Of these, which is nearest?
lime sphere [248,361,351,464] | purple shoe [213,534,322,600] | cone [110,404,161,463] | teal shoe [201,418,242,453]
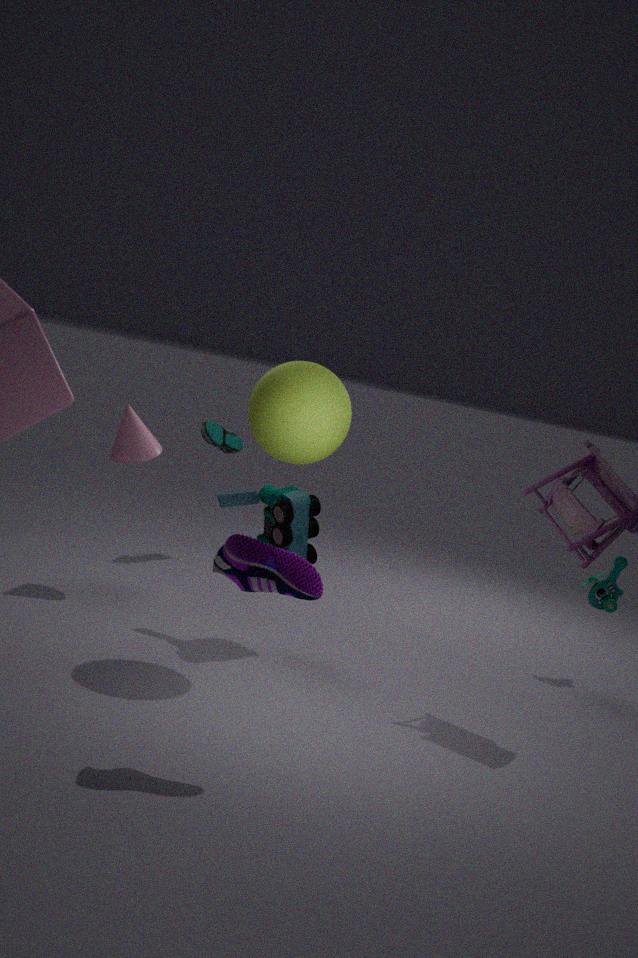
purple shoe [213,534,322,600]
